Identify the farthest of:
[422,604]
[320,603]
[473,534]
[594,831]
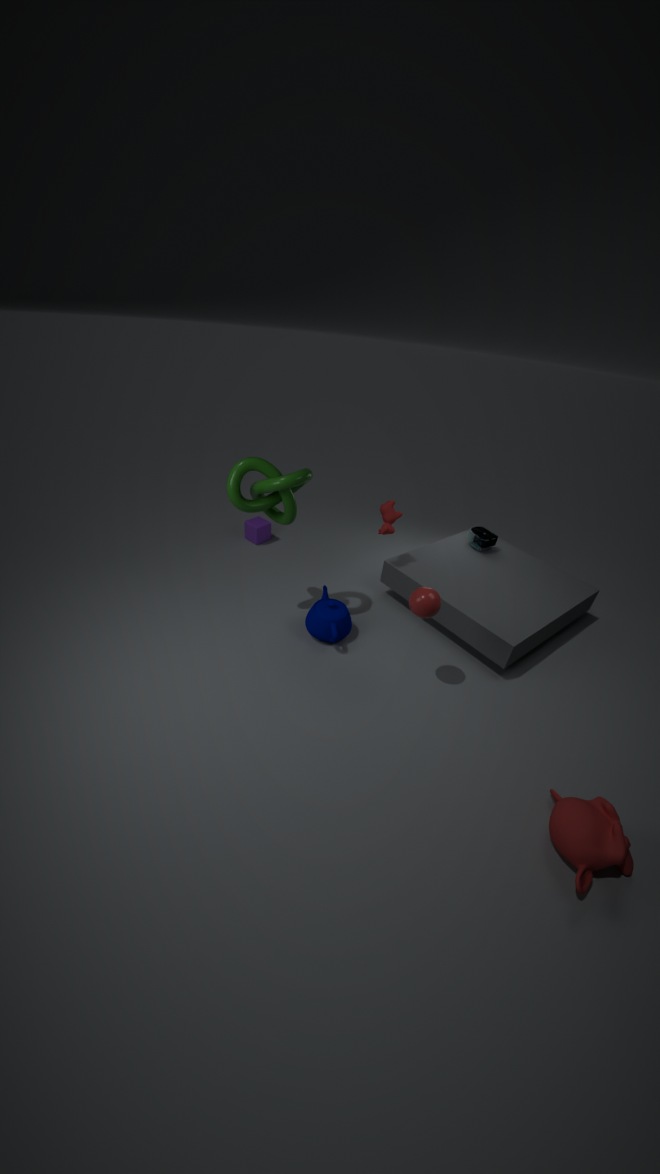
[473,534]
